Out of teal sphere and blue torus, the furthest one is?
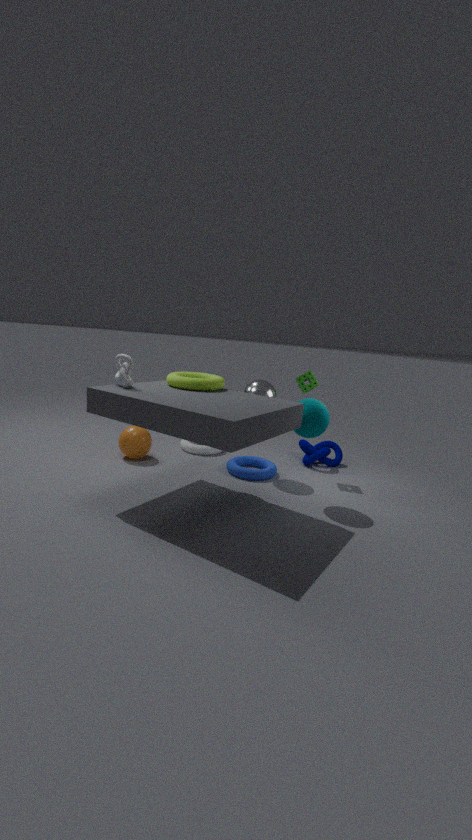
blue torus
